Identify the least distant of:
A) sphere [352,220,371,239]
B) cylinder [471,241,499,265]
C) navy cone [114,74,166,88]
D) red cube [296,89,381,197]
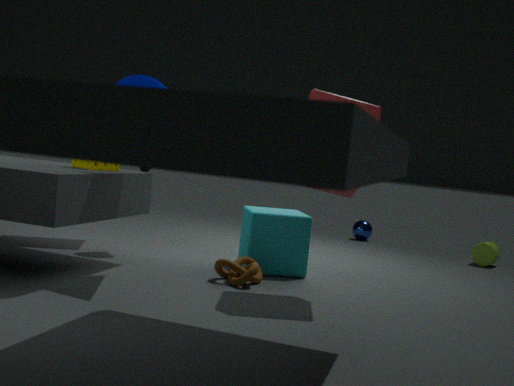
red cube [296,89,381,197]
